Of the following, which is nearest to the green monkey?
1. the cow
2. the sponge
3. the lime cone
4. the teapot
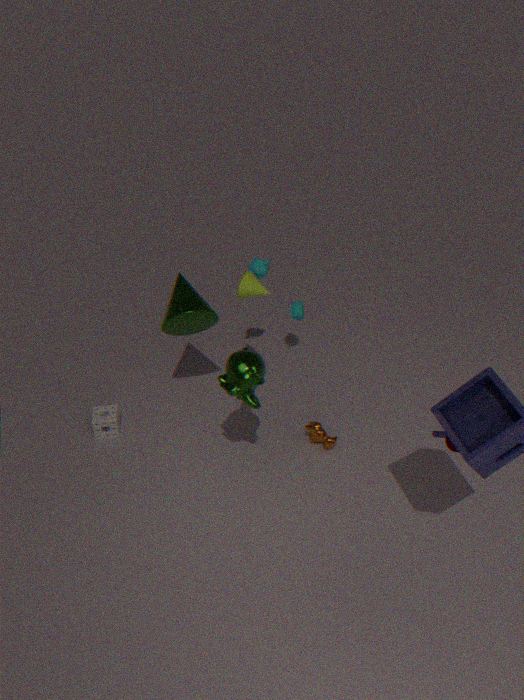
the lime cone
